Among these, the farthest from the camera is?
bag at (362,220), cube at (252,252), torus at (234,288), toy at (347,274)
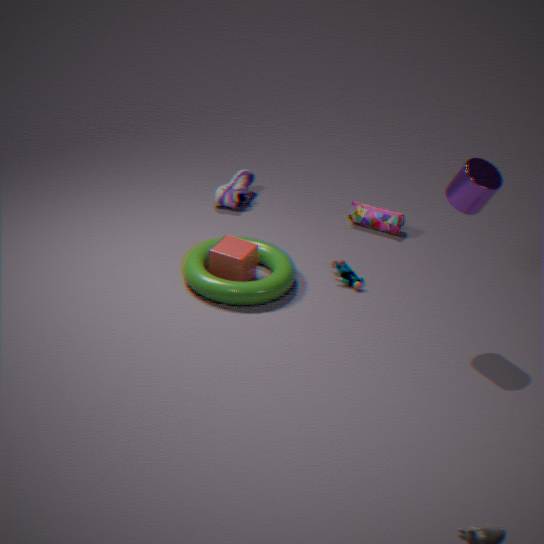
bag at (362,220)
